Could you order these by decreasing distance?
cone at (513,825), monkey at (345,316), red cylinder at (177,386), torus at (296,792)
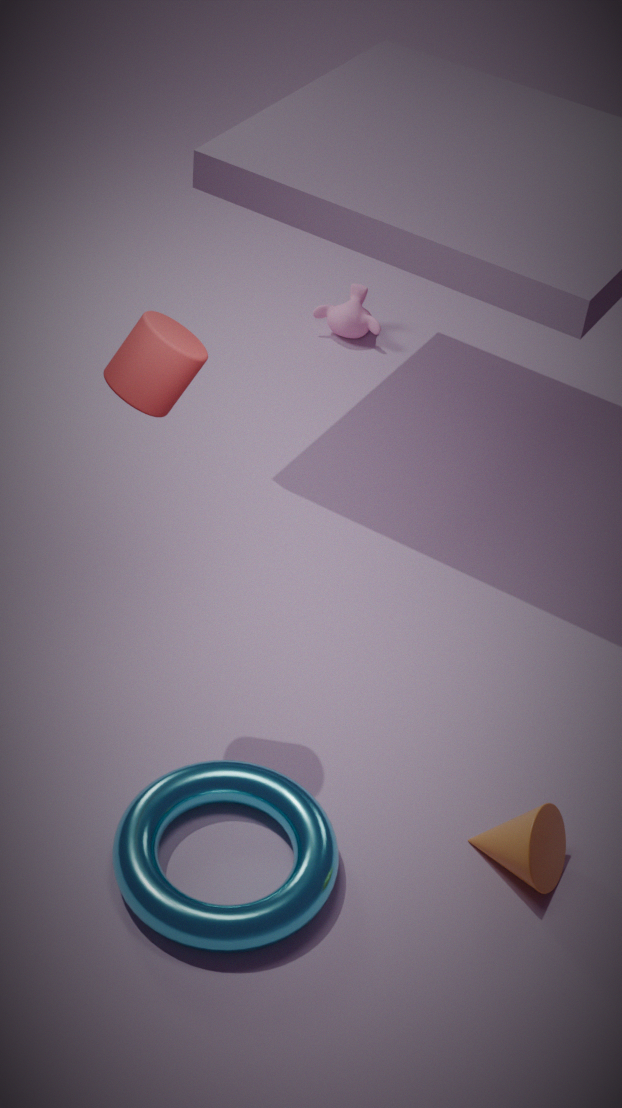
monkey at (345,316)
cone at (513,825)
red cylinder at (177,386)
torus at (296,792)
